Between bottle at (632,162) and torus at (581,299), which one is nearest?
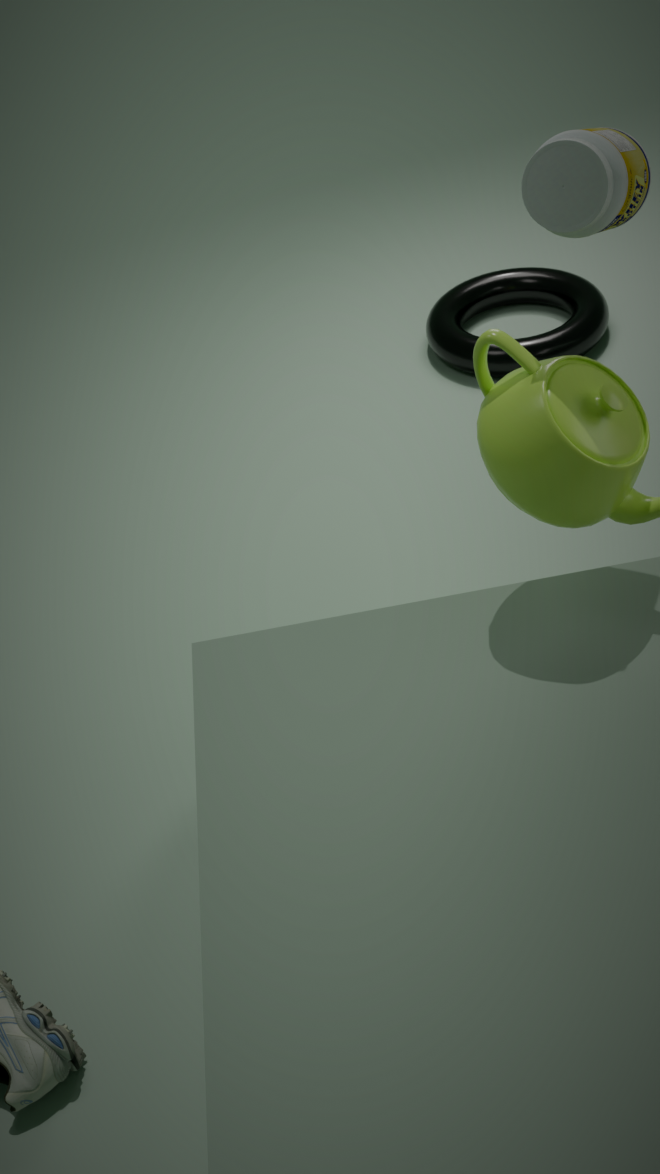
bottle at (632,162)
